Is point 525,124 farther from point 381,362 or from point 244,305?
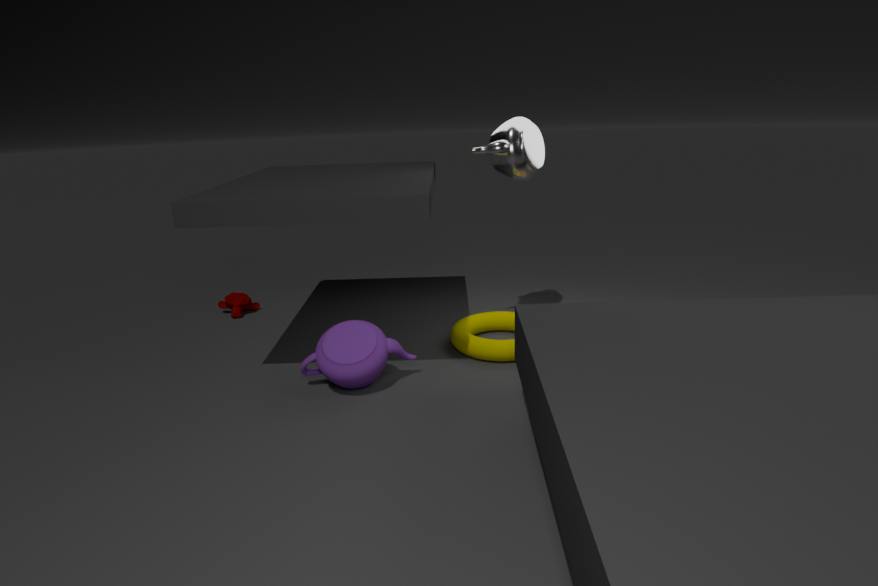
point 244,305
